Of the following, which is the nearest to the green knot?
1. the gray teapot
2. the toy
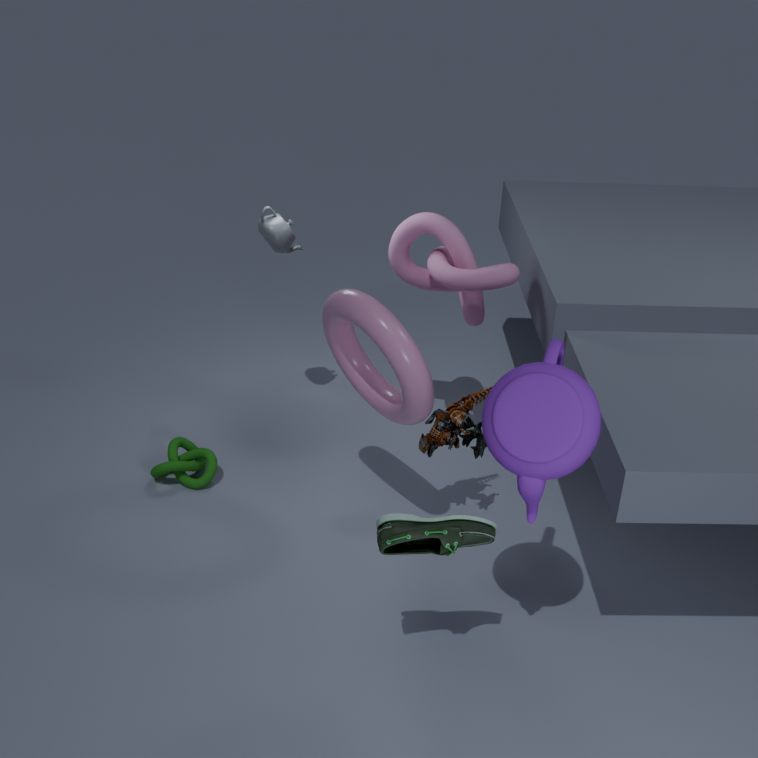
the gray teapot
